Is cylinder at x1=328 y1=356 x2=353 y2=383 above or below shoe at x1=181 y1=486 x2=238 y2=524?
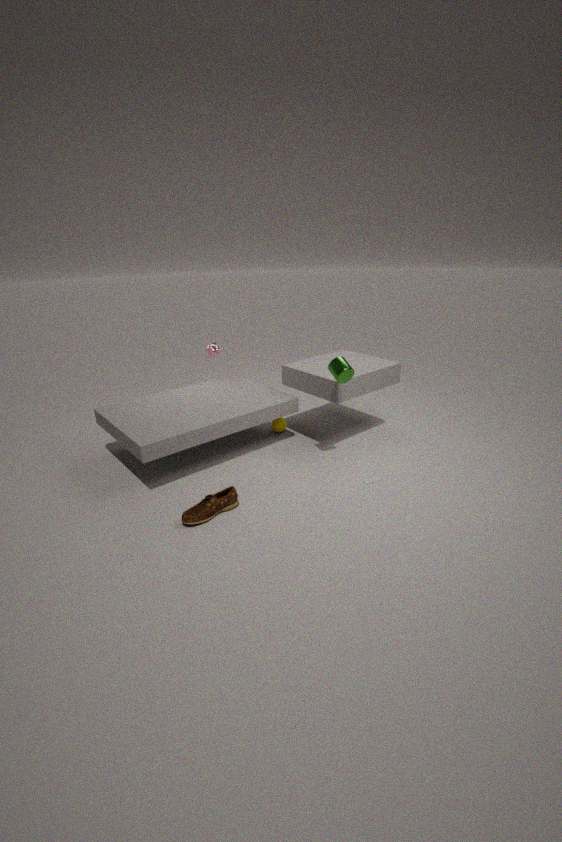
above
